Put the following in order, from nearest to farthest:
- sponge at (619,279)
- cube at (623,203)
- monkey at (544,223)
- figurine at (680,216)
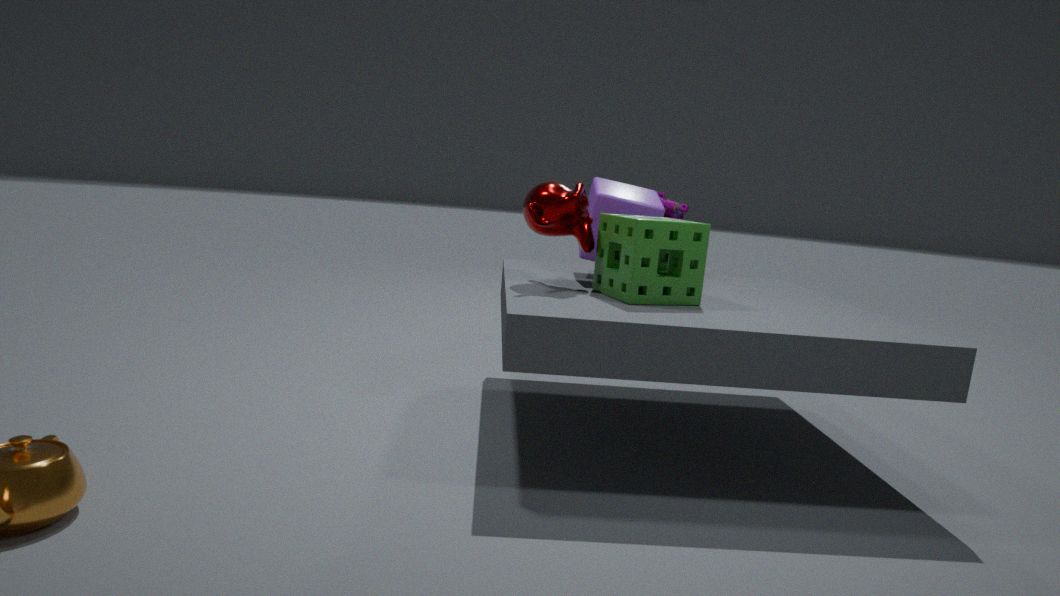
sponge at (619,279), monkey at (544,223), cube at (623,203), figurine at (680,216)
